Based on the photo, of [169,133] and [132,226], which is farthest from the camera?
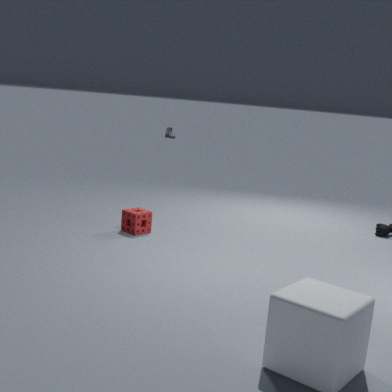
[169,133]
